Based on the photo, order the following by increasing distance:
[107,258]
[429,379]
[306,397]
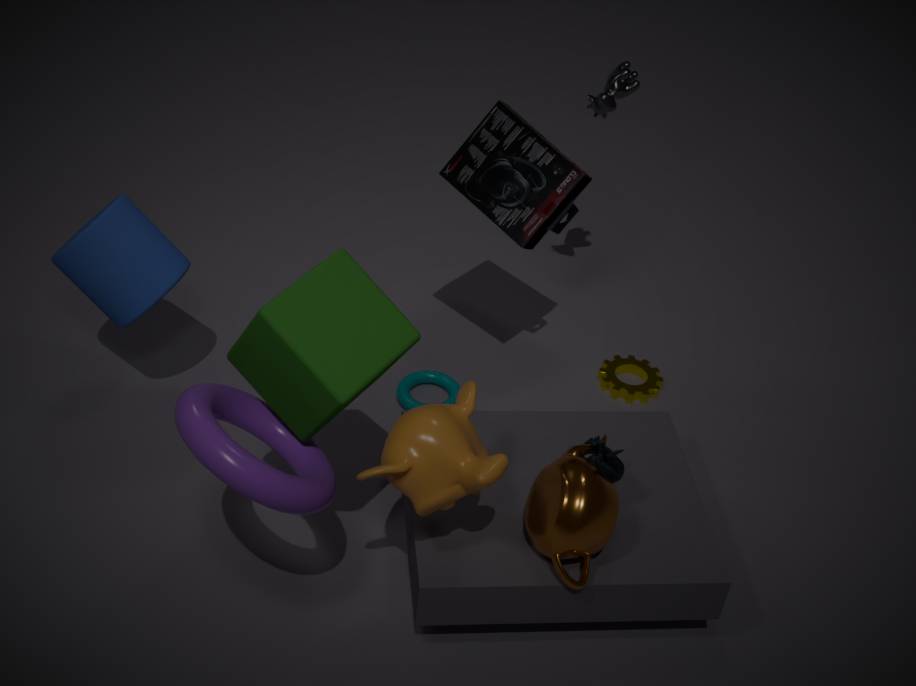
1. [306,397]
2. [107,258]
3. [429,379]
